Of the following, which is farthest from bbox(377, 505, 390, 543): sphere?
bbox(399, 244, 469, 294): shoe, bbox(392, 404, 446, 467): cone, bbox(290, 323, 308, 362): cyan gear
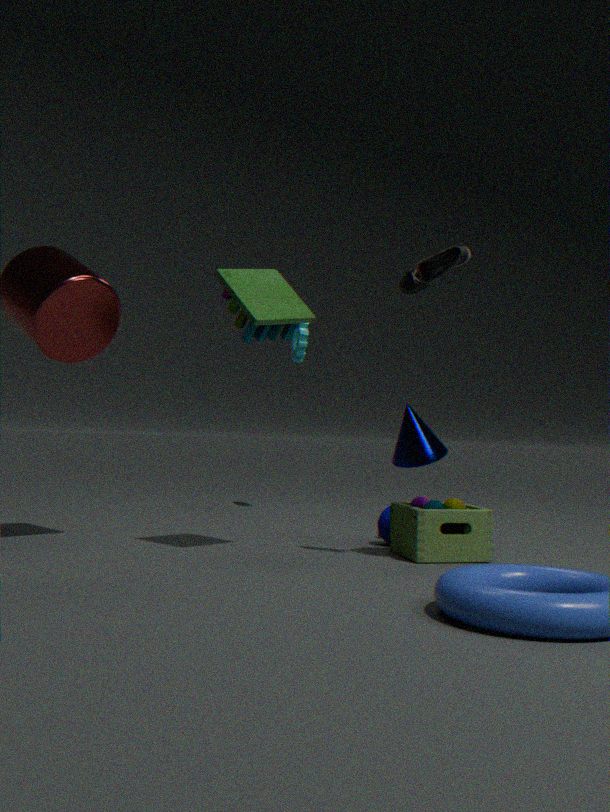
bbox(290, 323, 308, 362): cyan gear
